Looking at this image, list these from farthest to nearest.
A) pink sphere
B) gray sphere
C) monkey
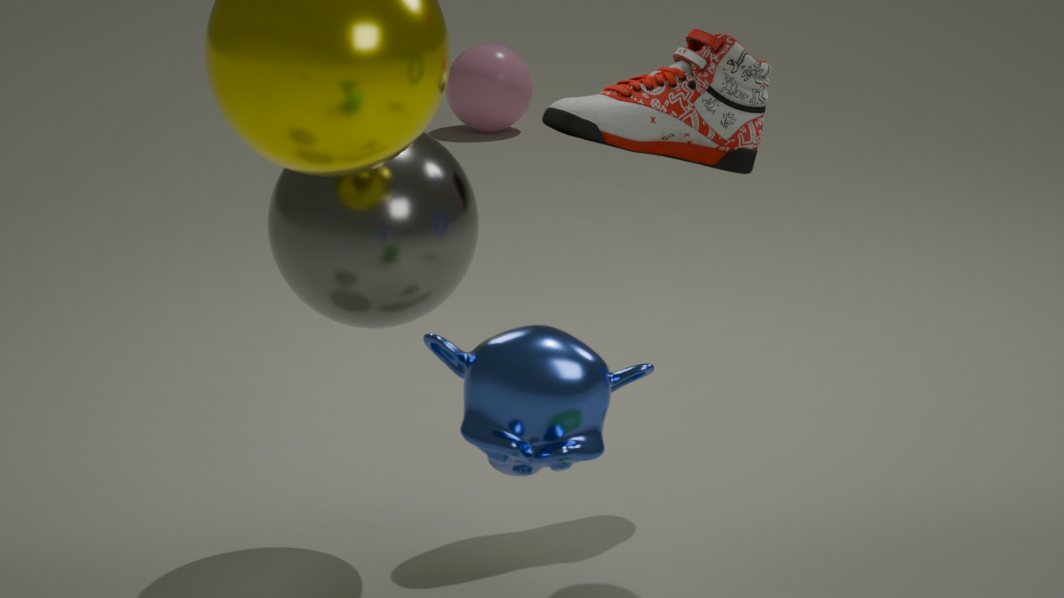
1. pink sphere
2. gray sphere
3. monkey
